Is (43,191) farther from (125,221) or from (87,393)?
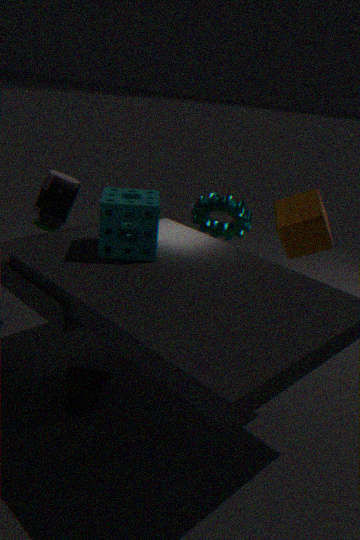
(87,393)
